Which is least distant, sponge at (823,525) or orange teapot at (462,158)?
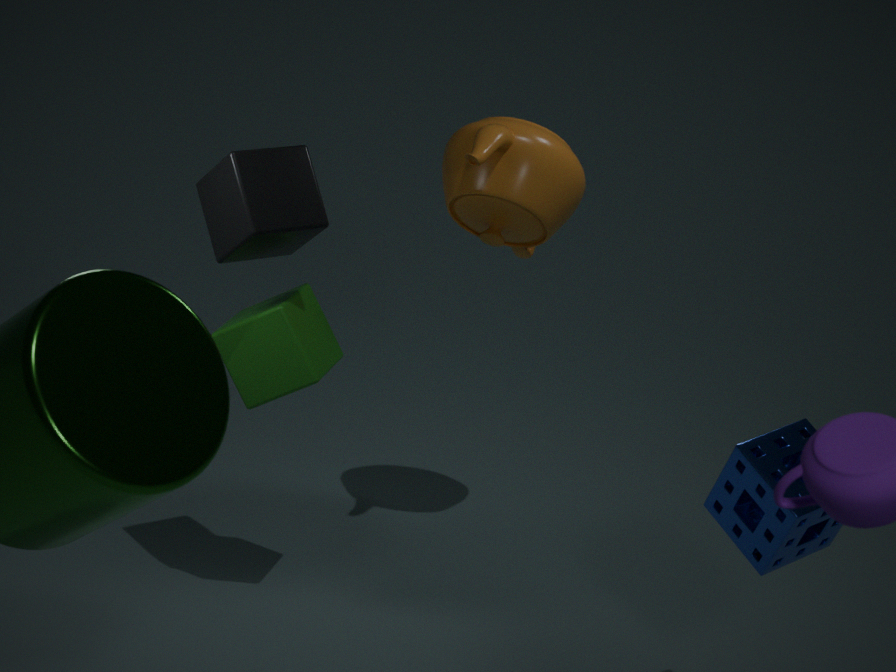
sponge at (823,525)
